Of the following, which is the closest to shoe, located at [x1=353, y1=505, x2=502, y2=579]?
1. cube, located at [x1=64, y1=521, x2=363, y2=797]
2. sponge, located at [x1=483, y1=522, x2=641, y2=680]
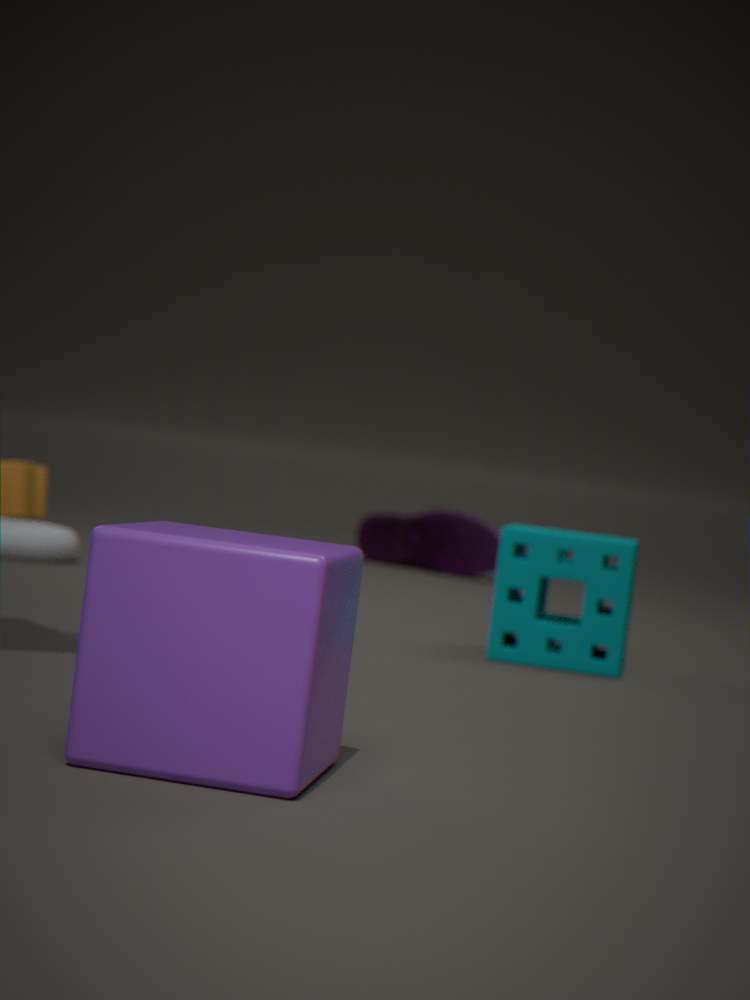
sponge, located at [x1=483, y1=522, x2=641, y2=680]
